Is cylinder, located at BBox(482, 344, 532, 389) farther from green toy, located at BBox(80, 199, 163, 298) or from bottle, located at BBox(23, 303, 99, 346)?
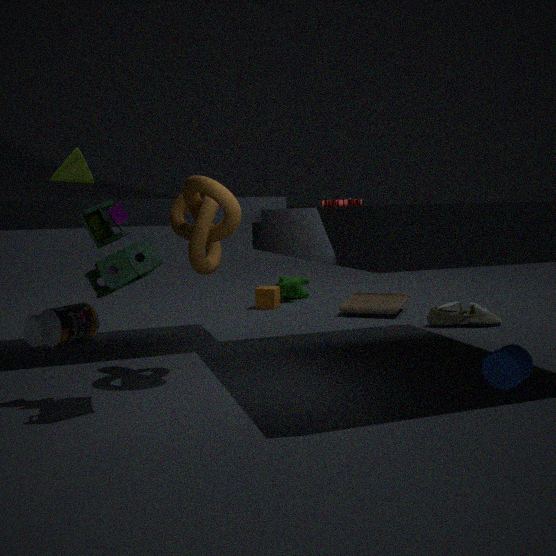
bottle, located at BBox(23, 303, 99, 346)
